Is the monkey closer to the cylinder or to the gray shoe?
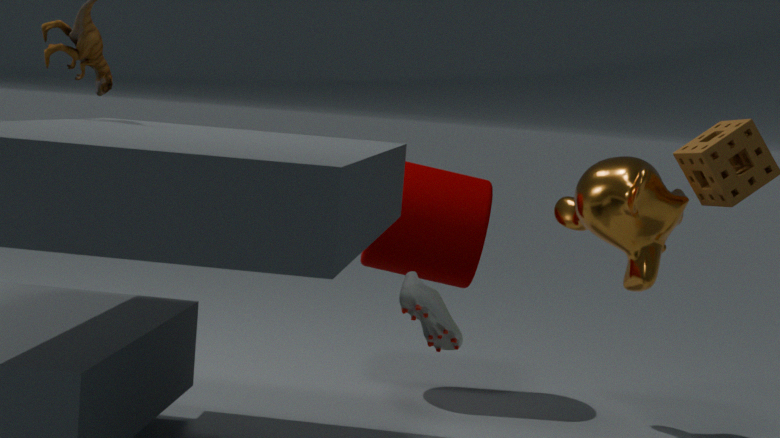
the cylinder
